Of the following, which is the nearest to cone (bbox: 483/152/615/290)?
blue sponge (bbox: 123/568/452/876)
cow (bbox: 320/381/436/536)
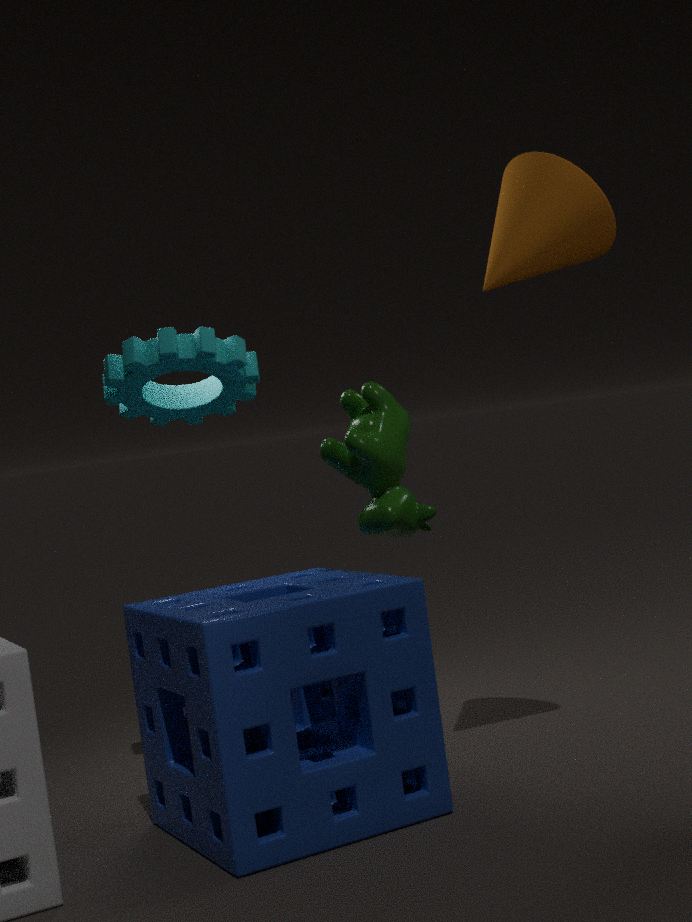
cow (bbox: 320/381/436/536)
